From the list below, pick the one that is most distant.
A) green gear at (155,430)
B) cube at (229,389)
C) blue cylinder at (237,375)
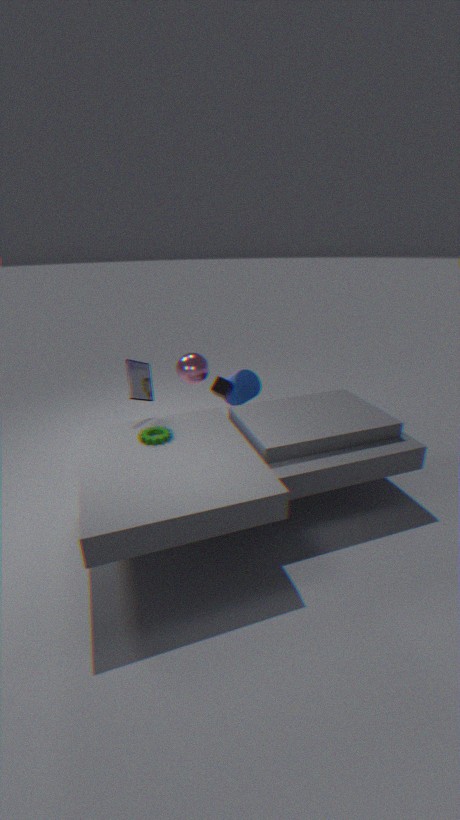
blue cylinder at (237,375)
